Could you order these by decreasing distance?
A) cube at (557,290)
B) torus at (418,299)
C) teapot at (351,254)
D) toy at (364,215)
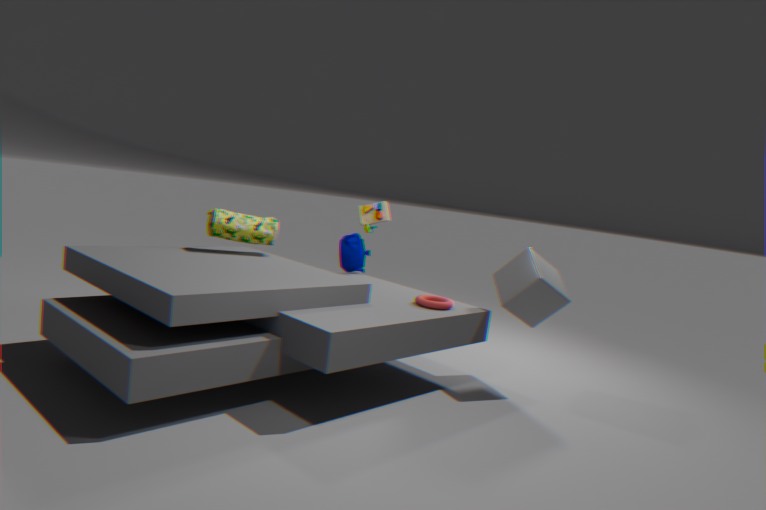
1. toy at (364,215)
2. teapot at (351,254)
3. cube at (557,290)
4. torus at (418,299)
